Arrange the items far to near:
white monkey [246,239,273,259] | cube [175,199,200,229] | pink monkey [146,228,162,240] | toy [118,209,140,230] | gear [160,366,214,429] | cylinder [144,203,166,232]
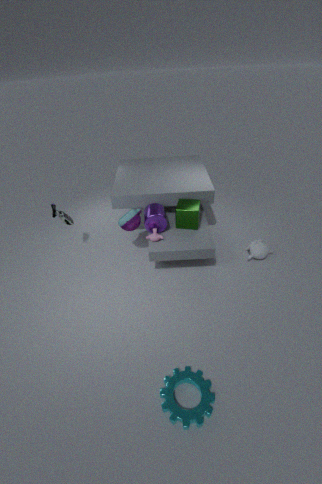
white monkey [246,239,273,259] < cube [175,199,200,229] < cylinder [144,203,166,232] < toy [118,209,140,230] < pink monkey [146,228,162,240] < gear [160,366,214,429]
